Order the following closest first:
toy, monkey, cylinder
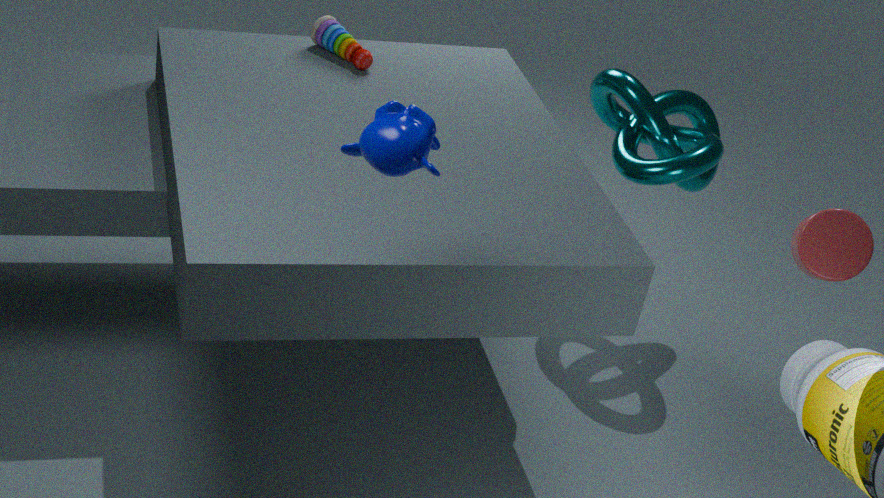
monkey
cylinder
toy
